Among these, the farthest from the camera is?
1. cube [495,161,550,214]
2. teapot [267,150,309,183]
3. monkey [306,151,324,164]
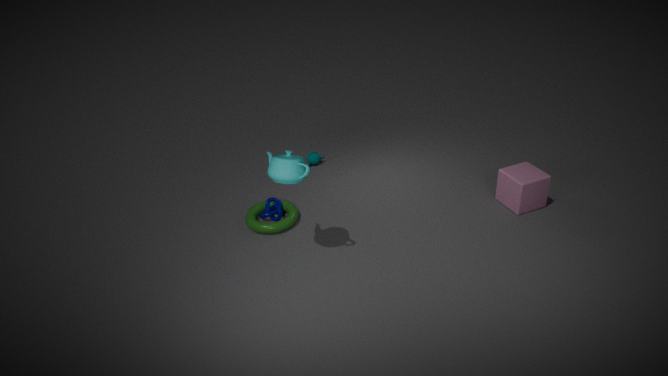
monkey [306,151,324,164]
